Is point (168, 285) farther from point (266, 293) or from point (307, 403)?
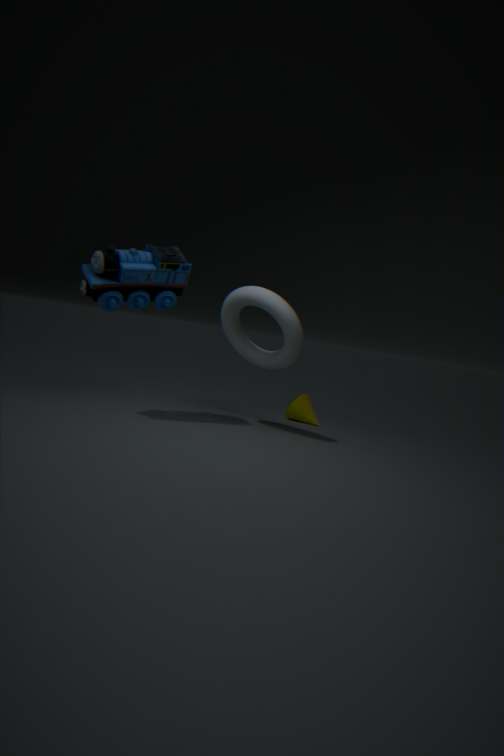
point (307, 403)
